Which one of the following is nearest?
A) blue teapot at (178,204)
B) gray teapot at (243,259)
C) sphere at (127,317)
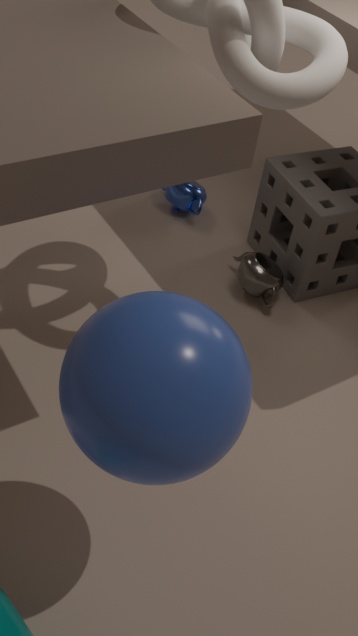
sphere at (127,317)
